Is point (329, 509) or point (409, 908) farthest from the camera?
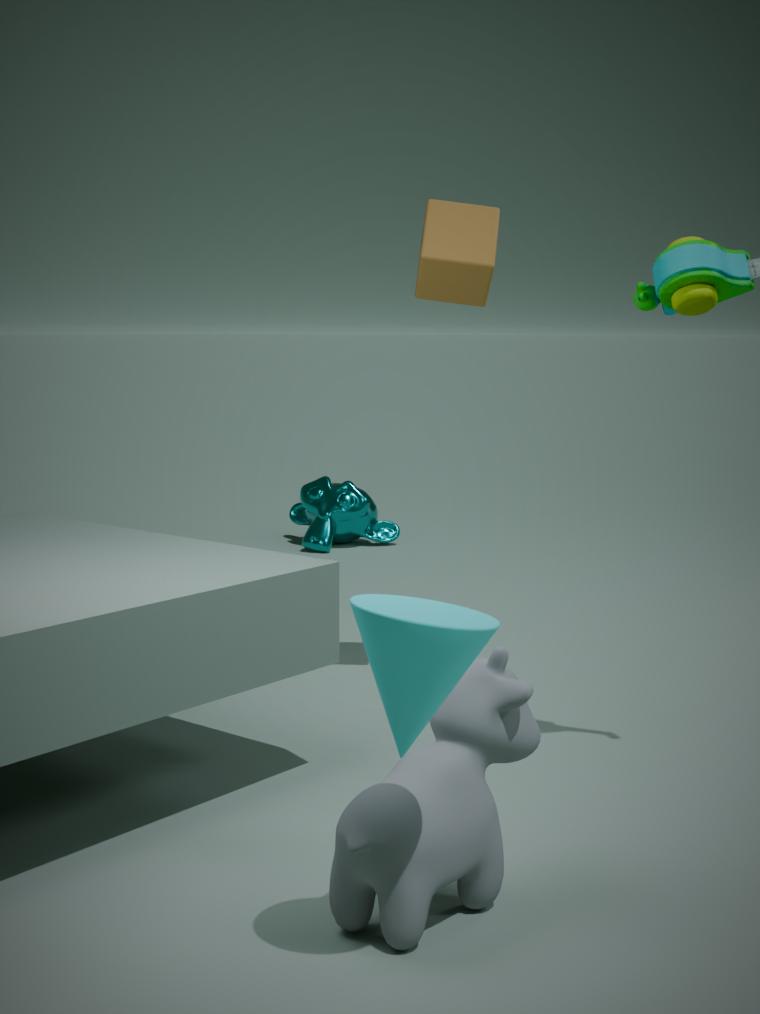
point (329, 509)
